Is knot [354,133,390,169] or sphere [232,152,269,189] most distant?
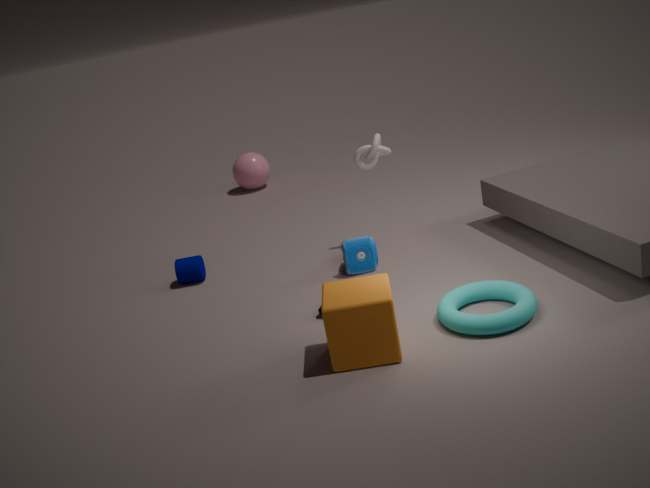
sphere [232,152,269,189]
